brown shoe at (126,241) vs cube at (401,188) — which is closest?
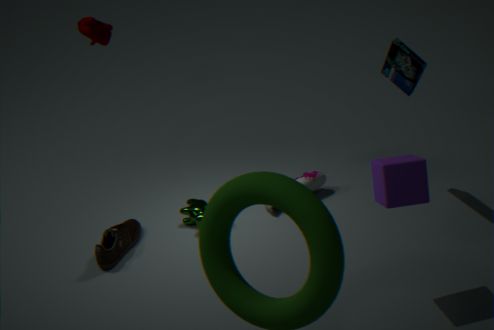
cube at (401,188)
